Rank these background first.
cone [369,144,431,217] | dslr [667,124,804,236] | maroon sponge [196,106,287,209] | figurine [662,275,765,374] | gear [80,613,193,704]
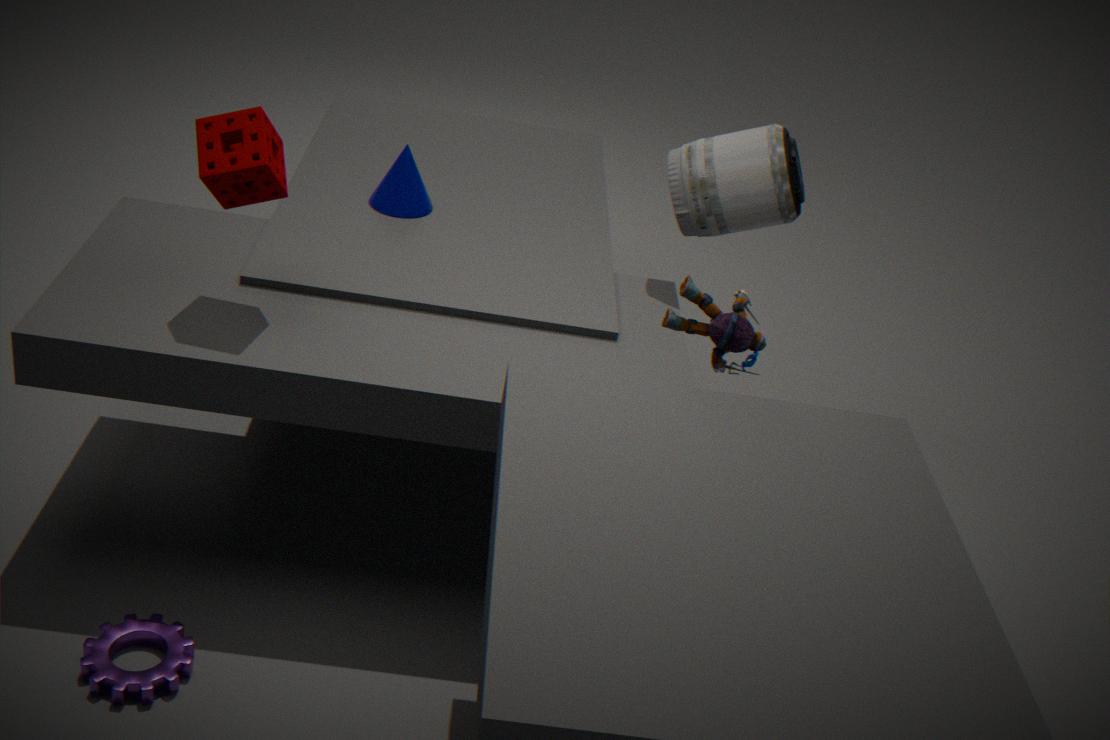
cone [369,144,431,217]
dslr [667,124,804,236]
maroon sponge [196,106,287,209]
figurine [662,275,765,374]
gear [80,613,193,704]
